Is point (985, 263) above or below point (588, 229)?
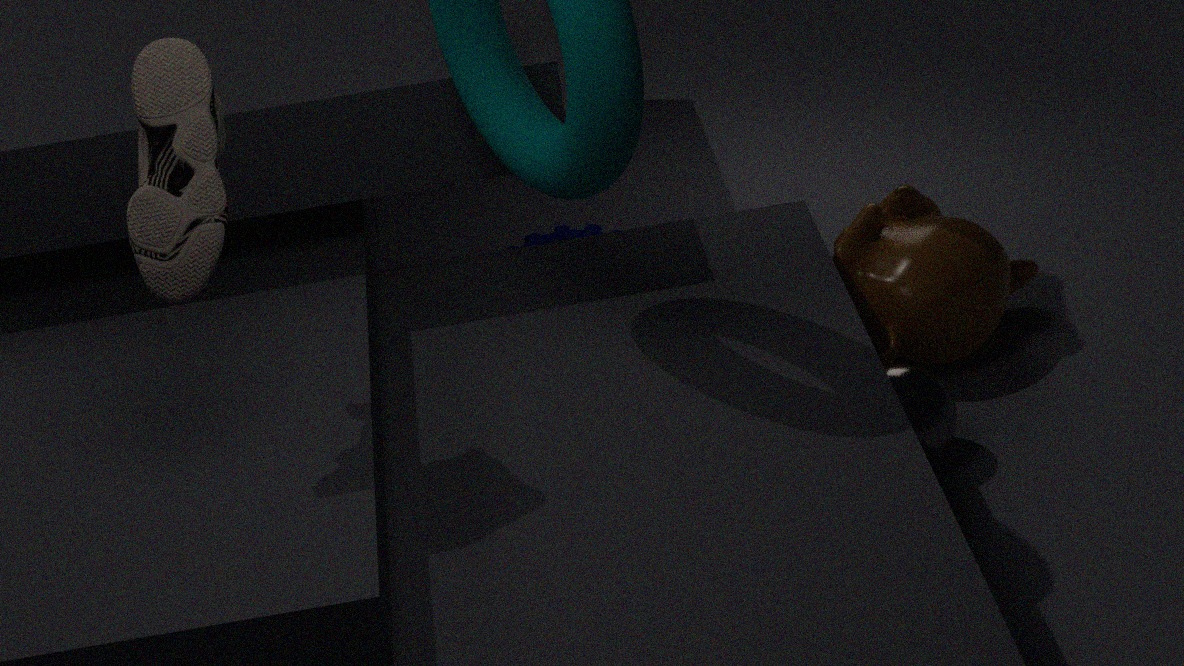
above
